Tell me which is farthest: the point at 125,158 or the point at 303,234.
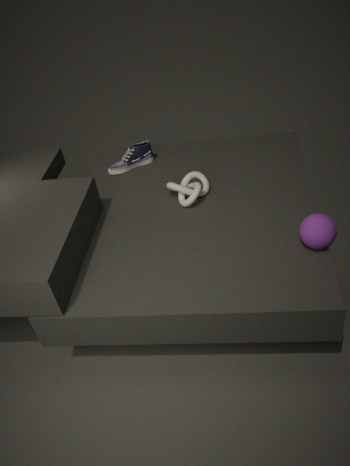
the point at 125,158
